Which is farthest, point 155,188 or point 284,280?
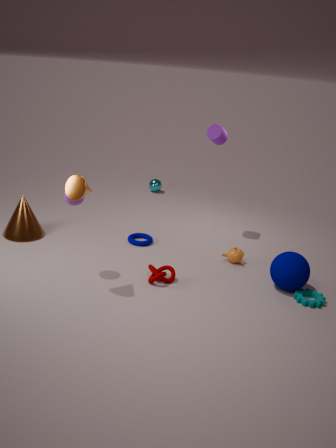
point 155,188
